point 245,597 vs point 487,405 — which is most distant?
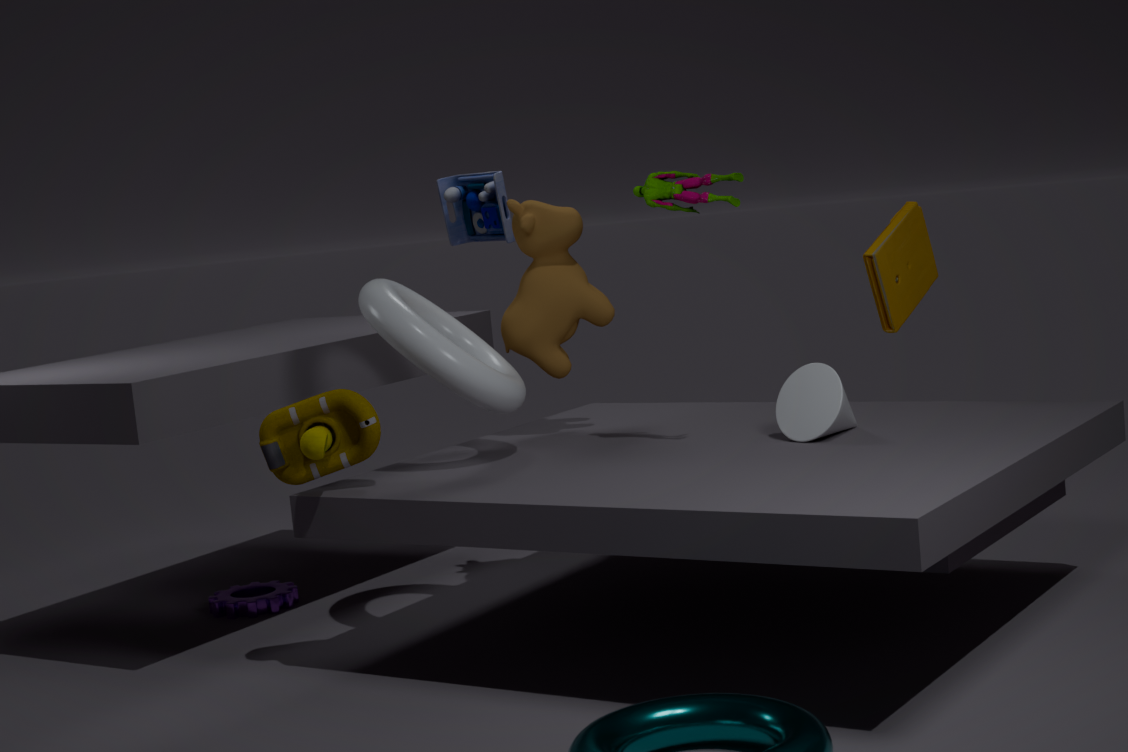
point 245,597
